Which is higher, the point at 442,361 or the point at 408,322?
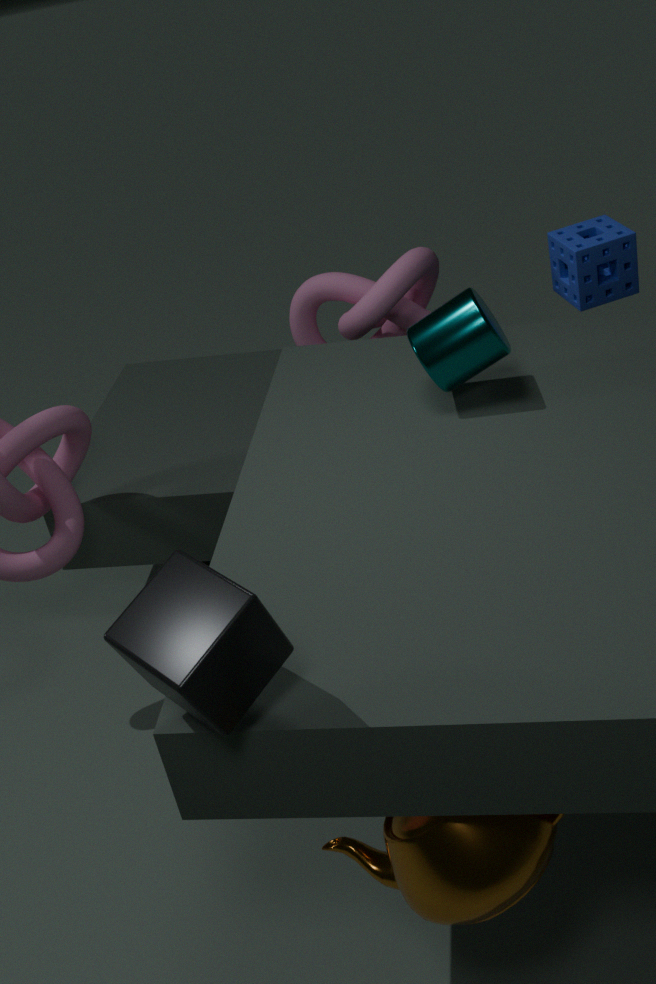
the point at 442,361
